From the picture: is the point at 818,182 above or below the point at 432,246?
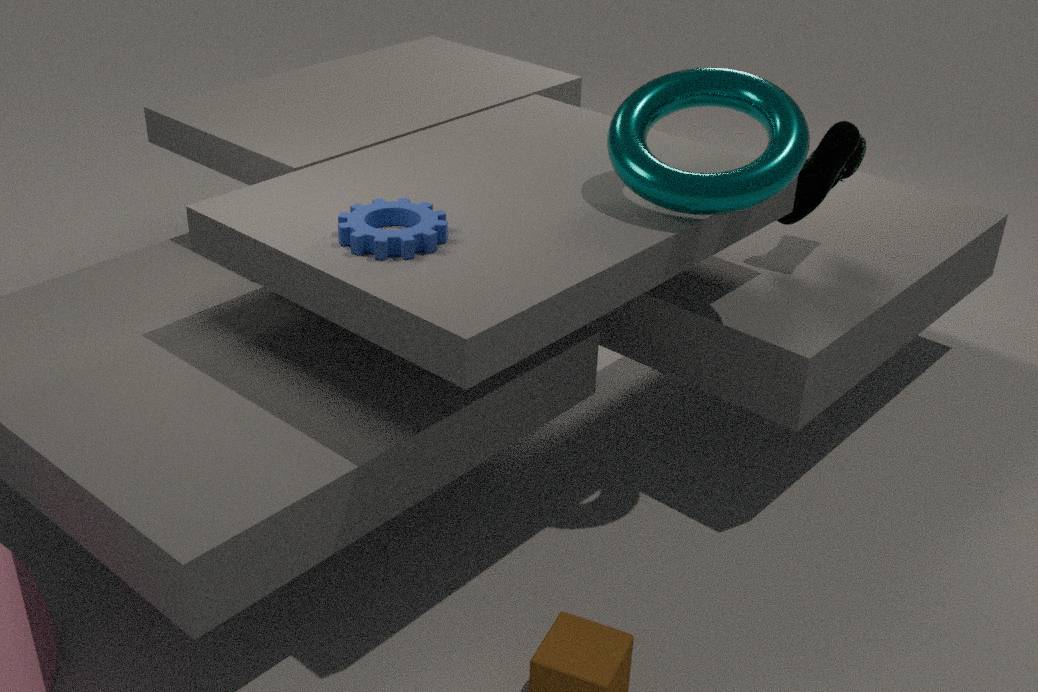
below
